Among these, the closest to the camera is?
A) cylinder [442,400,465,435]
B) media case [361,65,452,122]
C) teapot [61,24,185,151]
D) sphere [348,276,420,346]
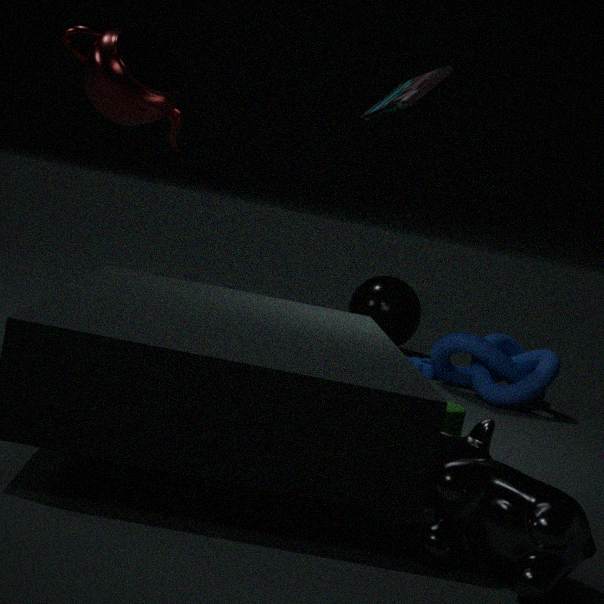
cylinder [442,400,465,435]
